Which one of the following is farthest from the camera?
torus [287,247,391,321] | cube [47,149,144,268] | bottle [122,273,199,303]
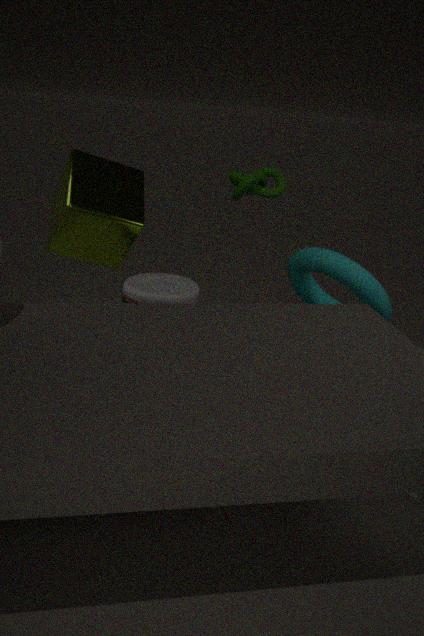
cube [47,149,144,268]
